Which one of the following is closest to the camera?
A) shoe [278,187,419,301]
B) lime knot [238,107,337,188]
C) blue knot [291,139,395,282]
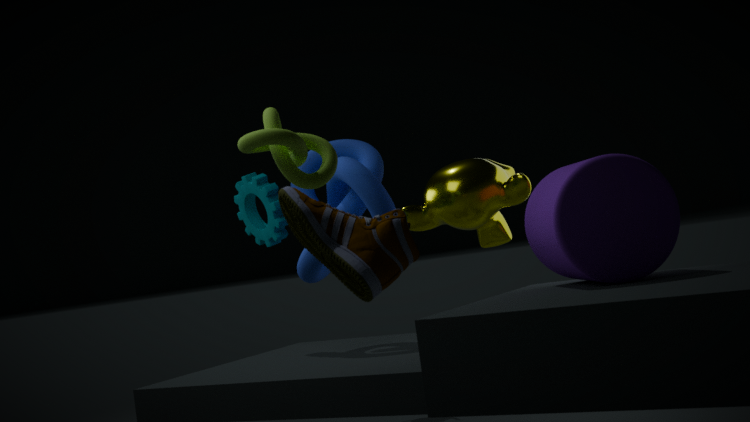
shoe [278,187,419,301]
